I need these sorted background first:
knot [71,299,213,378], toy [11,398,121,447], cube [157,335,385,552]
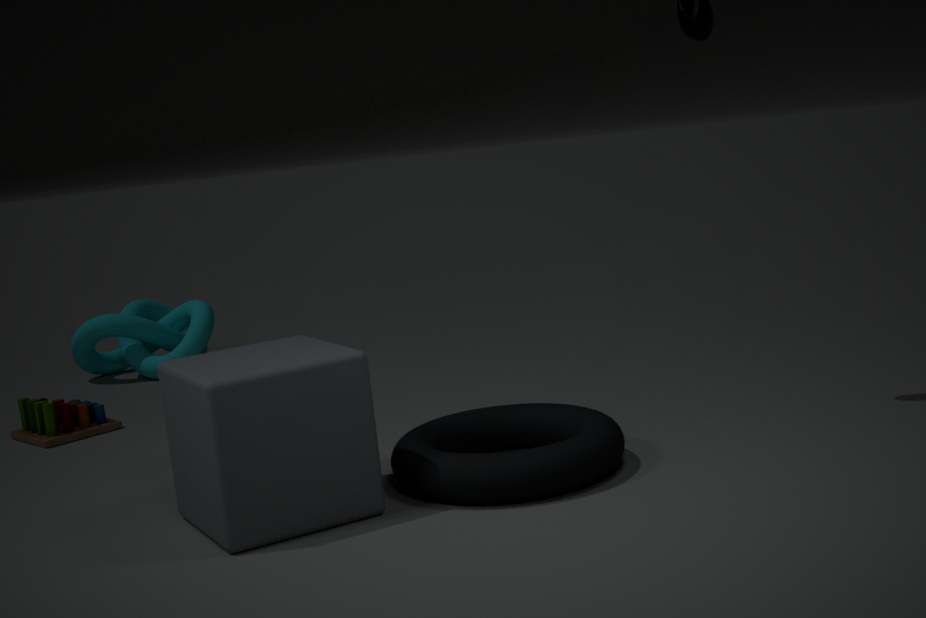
knot [71,299,213,378]
toy [11,398,121,447]
cube [157,335,385,552]
